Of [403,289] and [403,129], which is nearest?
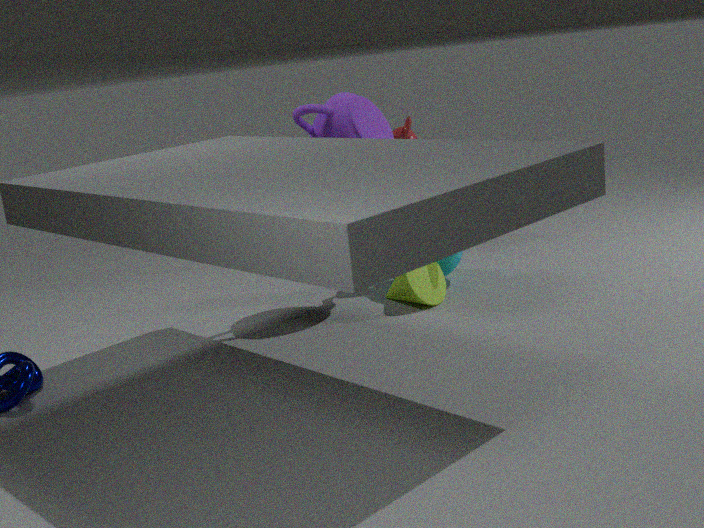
[403,289]
